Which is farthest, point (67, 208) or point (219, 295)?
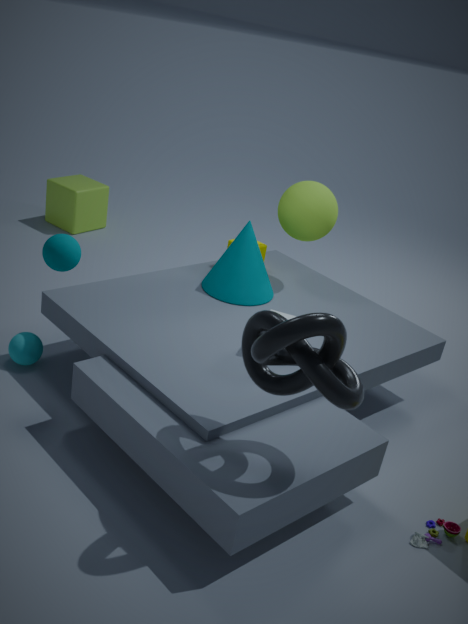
point (67, 208)
